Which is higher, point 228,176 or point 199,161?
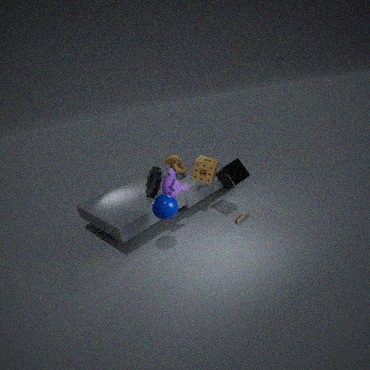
point 199,161
